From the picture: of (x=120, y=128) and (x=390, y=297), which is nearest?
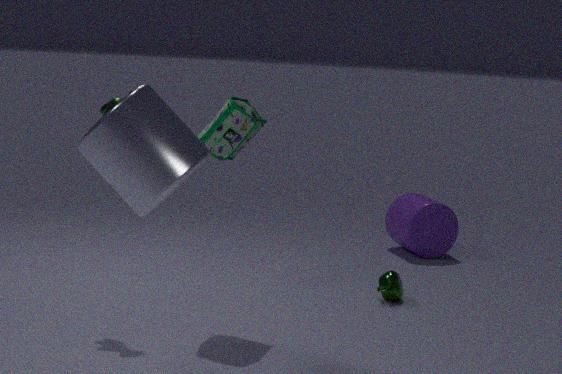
(x=120, y=128)
